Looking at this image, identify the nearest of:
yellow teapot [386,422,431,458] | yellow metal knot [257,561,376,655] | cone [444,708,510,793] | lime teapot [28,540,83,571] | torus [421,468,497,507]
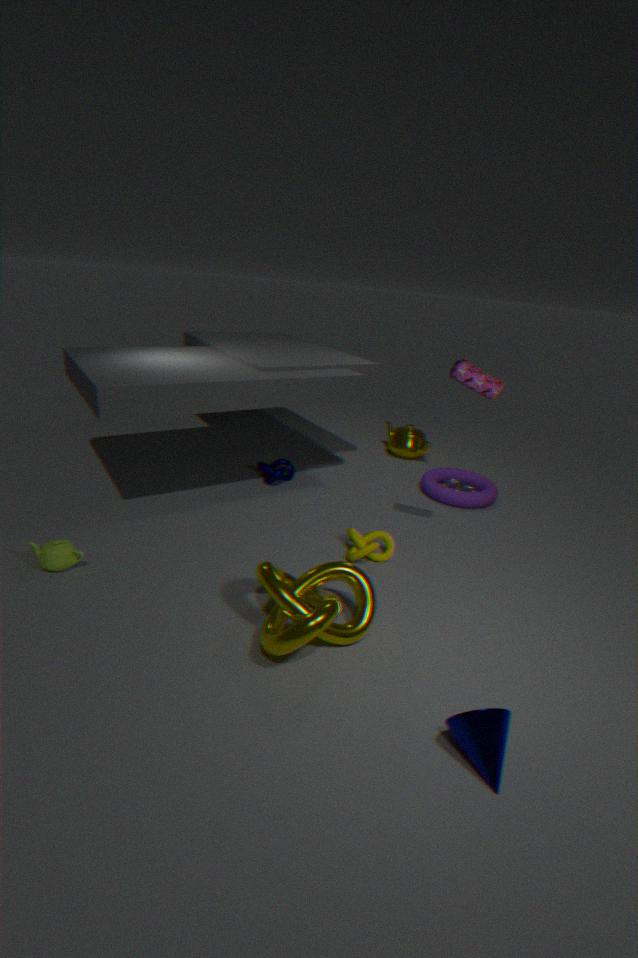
cone [444,708,510,793]
